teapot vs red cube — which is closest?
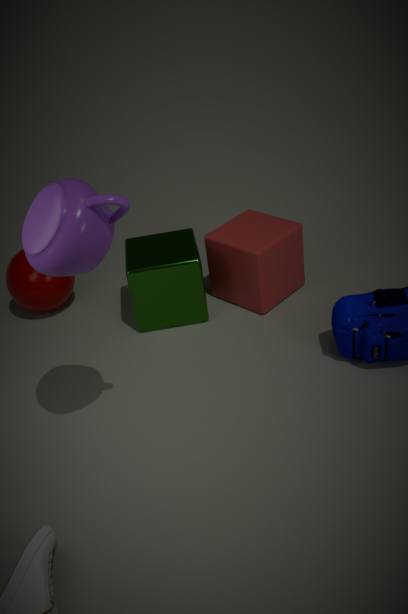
teapot
